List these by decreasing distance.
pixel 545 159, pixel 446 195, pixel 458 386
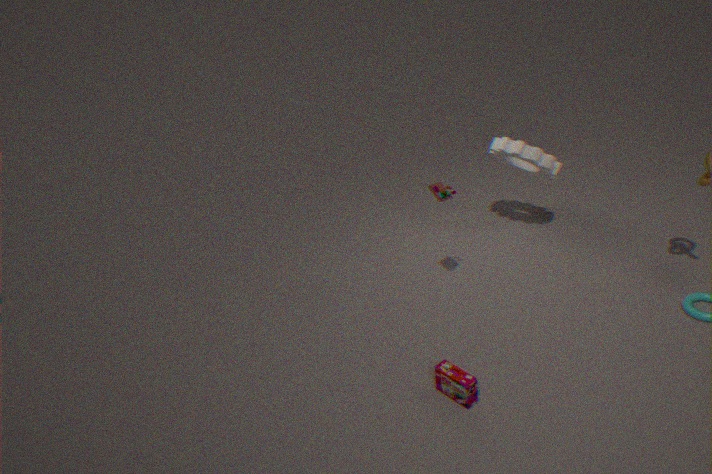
pixel 545 159 < pixel 446 195 < pixel 458 386
